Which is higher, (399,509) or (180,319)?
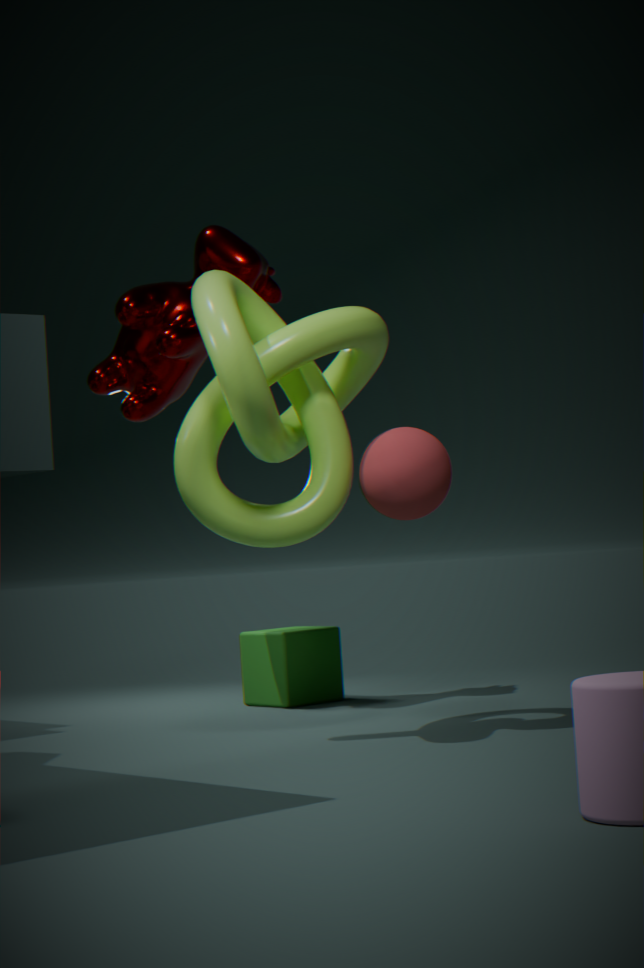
(180,319)
